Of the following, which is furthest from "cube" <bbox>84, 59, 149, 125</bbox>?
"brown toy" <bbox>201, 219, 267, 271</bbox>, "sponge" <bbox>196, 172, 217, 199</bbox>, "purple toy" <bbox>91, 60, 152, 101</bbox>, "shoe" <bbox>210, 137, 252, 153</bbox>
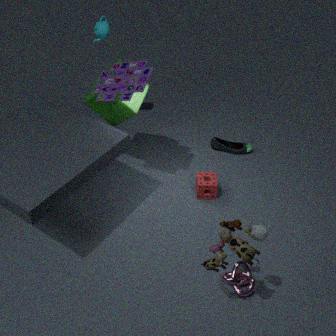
"brown toy" <bbox>201, 219, 267, 271</bbox>
